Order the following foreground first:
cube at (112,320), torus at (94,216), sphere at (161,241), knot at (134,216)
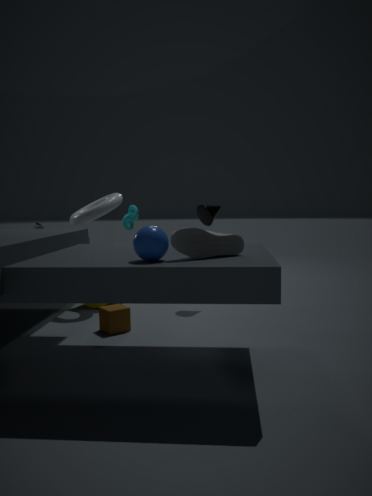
1. sphere at (161,241)
2. cube at (112,320)
3. torus at (94,216)
4. knot at (134,216)
